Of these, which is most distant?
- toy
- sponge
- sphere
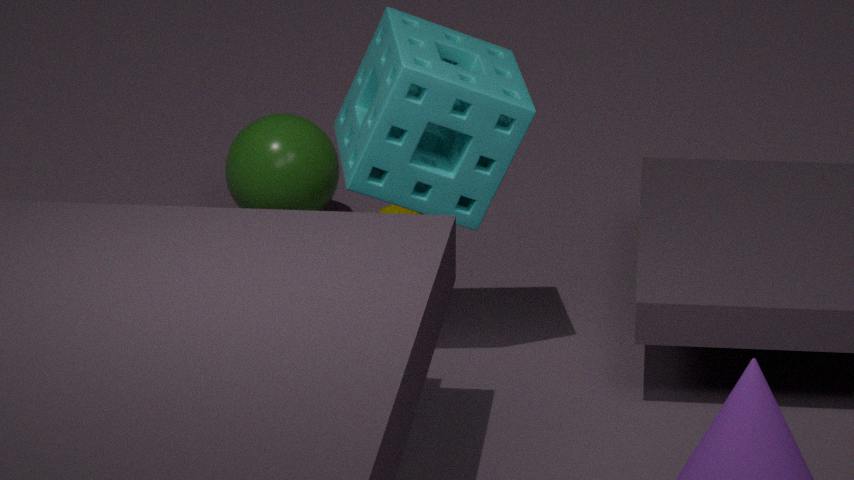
sphere
